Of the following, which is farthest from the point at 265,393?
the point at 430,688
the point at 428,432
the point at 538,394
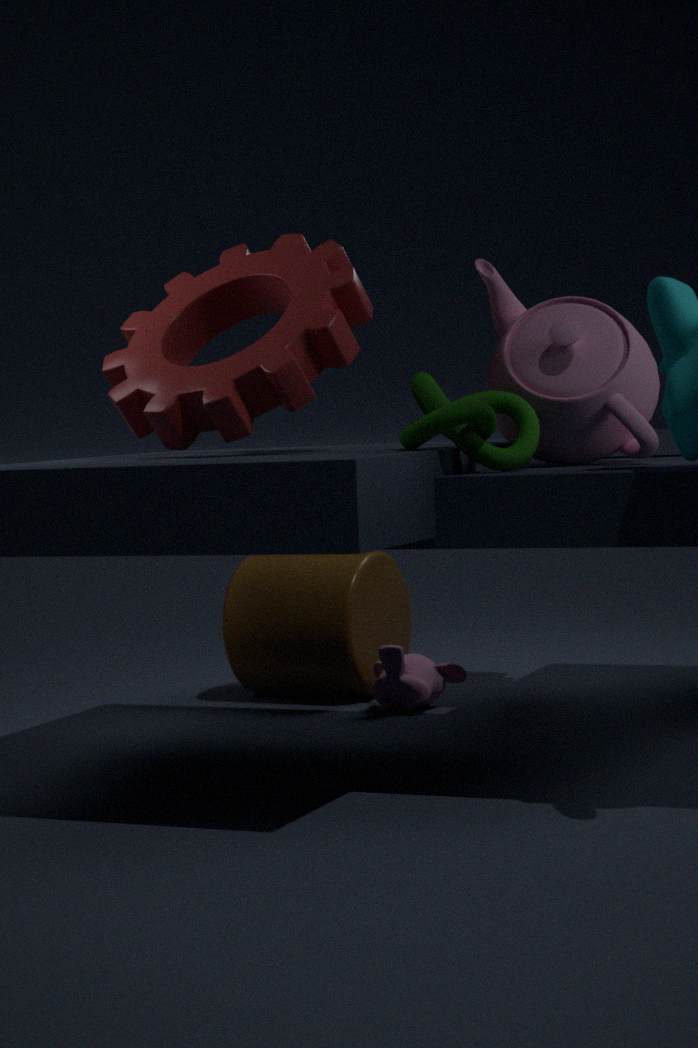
the point at 430,688
